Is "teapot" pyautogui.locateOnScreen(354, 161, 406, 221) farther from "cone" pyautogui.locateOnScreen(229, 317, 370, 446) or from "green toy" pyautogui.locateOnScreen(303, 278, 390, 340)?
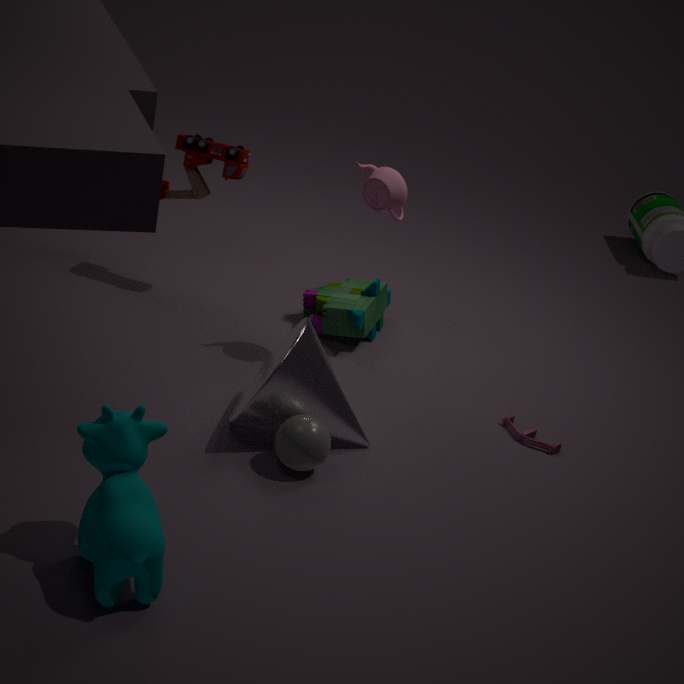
"cone" pyautogui.locateOnScreen(229, 317, 370, 446)
